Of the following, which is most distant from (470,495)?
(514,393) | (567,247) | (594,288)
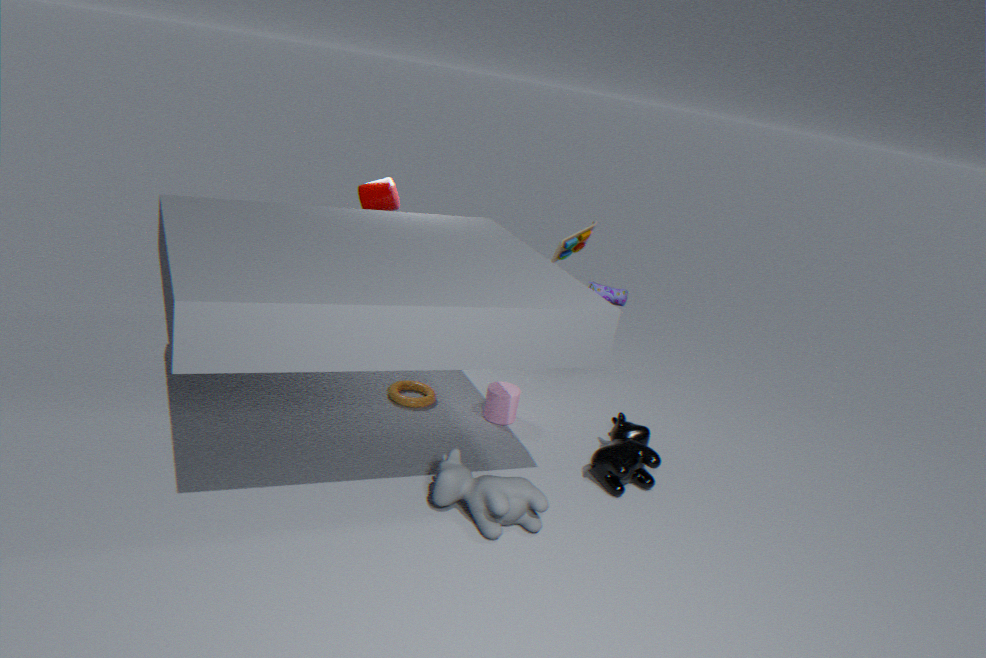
(594,288)
